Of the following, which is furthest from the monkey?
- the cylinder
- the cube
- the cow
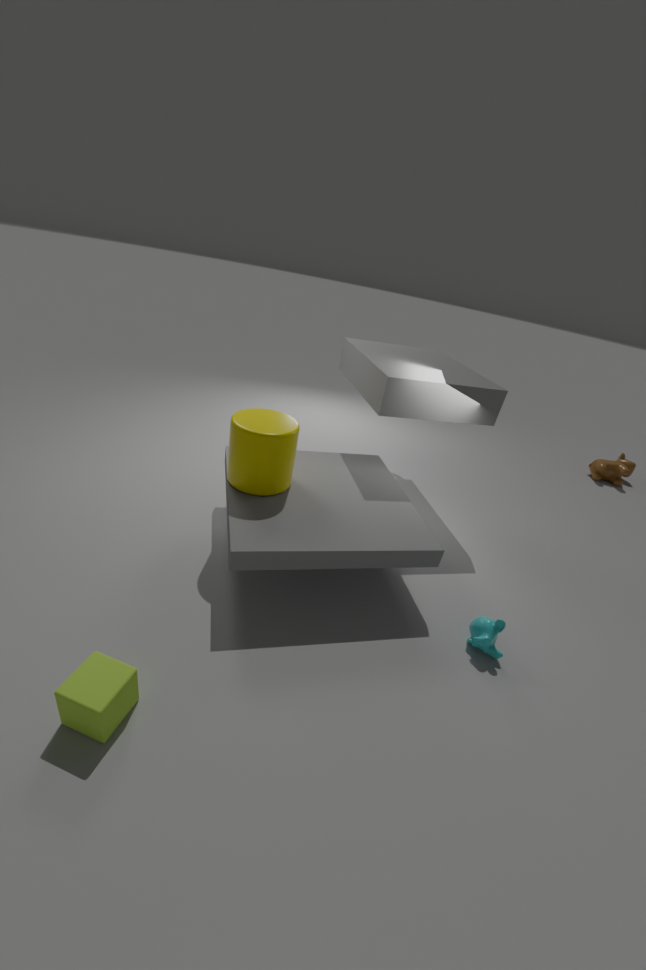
the cow
